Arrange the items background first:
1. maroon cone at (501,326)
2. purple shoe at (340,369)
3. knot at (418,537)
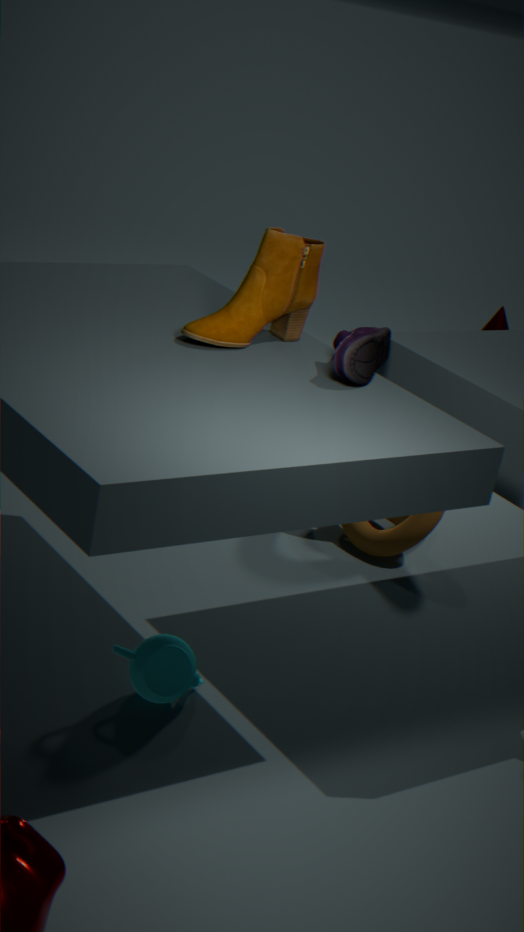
maroon cone at (501,326) < knot at (418,537) < purple shoe at (340,369)
